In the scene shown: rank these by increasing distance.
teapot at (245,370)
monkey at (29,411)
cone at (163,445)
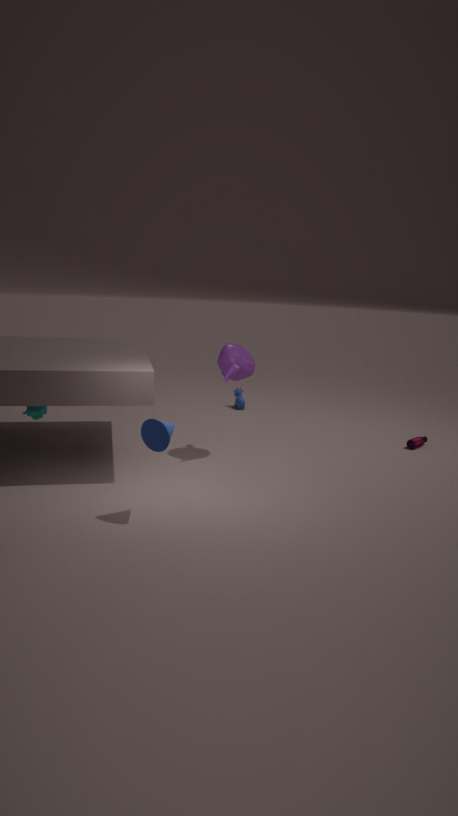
cone at (163,445)
monkey at (29,411)
teapot at (245,370)
